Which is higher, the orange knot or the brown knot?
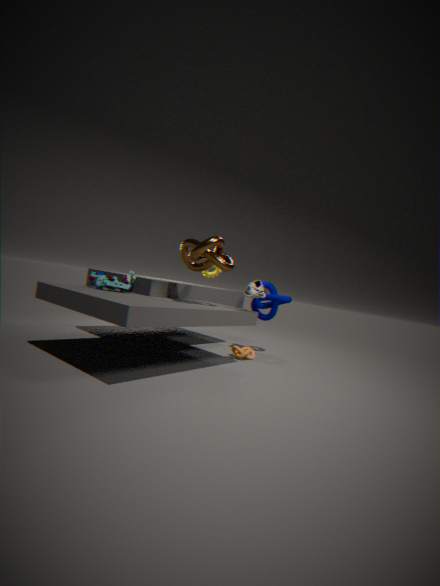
the brown knot
